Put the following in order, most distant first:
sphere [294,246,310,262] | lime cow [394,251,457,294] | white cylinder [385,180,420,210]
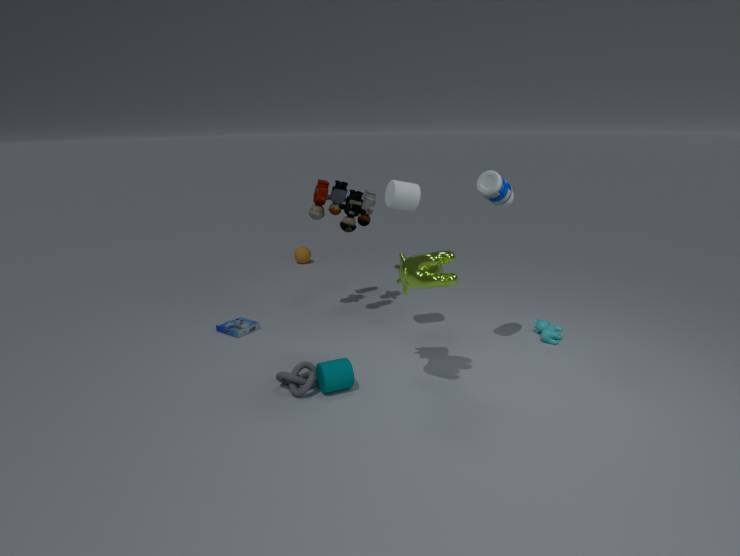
sphere [294,246,310,262] → white cylinder [385,180,420,210] → lime cow [394,251,457,294]
